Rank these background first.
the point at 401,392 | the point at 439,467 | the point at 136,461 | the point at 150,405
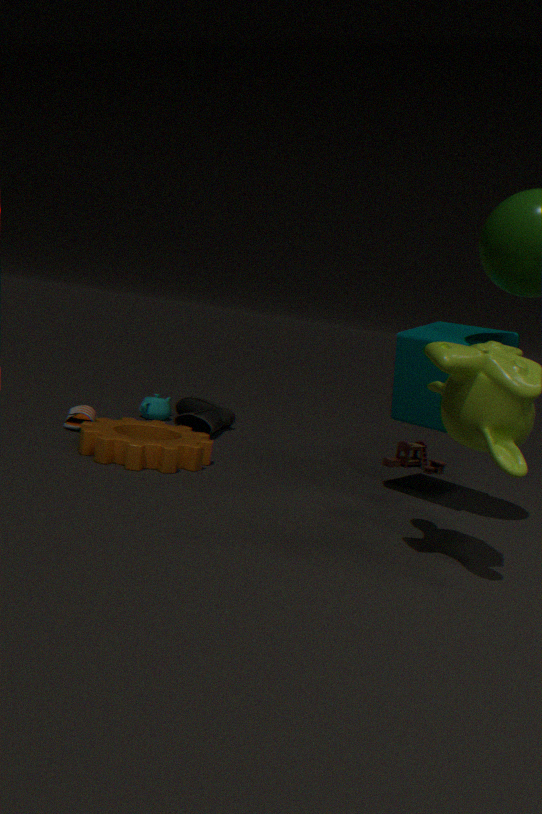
the point at 150,405
the point at 439,467
the point at 401,392
the point at 136,461
